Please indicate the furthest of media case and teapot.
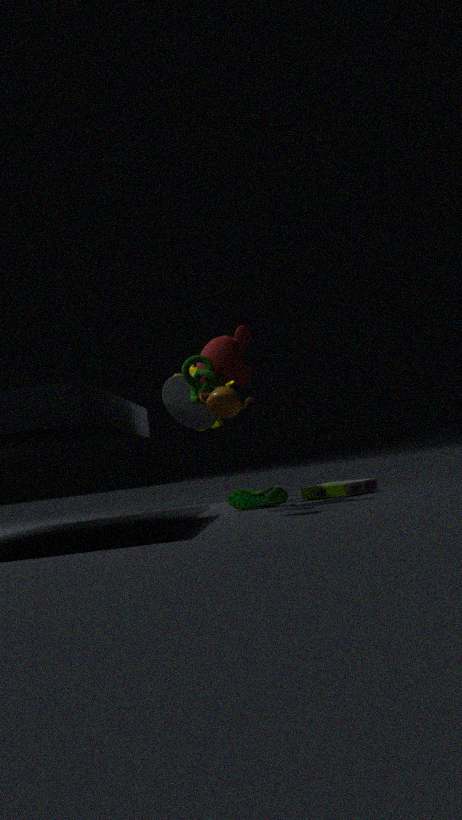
media case
